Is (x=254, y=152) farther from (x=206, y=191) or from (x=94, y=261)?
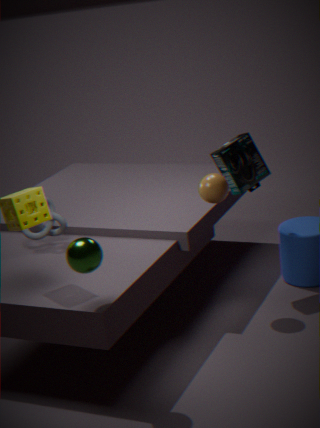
(x=94, y=261)
